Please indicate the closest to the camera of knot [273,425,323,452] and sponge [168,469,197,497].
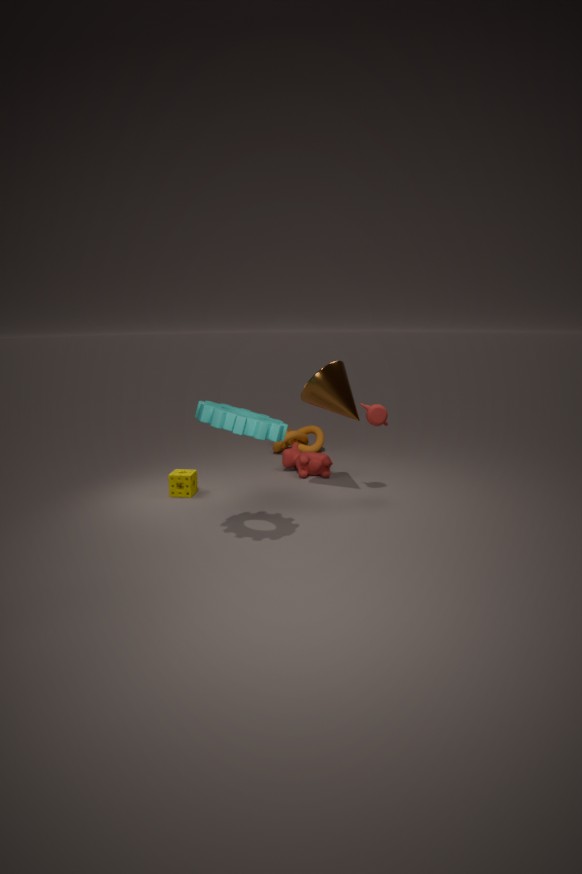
sponge [168,469,197,497]
